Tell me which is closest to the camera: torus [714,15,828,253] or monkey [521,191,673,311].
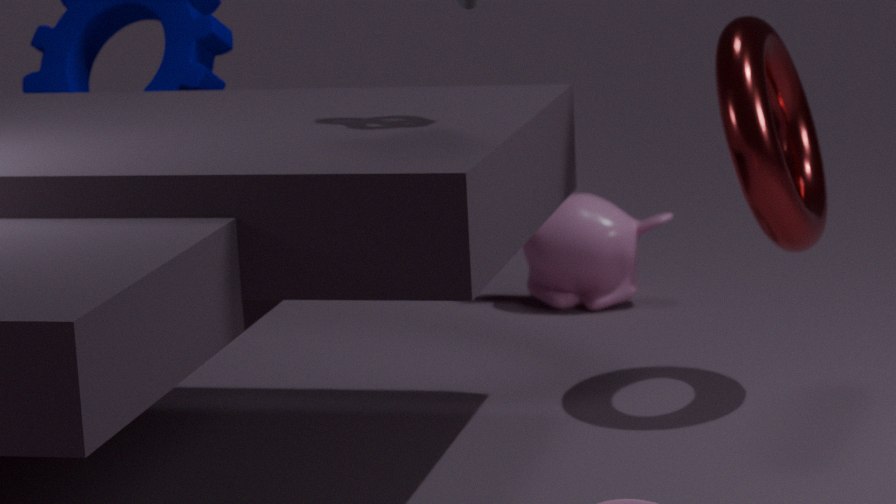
torus [714,15,828,253]
